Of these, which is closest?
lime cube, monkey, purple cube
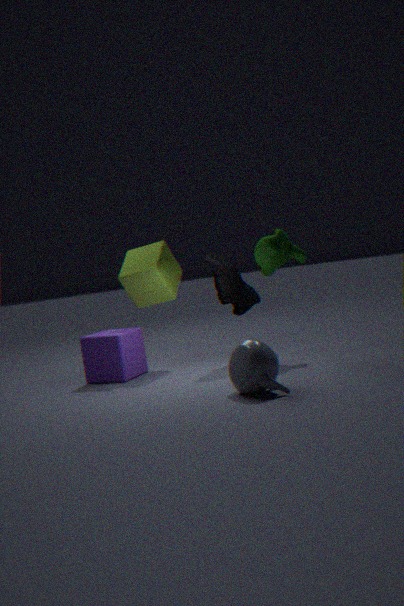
purple cube
